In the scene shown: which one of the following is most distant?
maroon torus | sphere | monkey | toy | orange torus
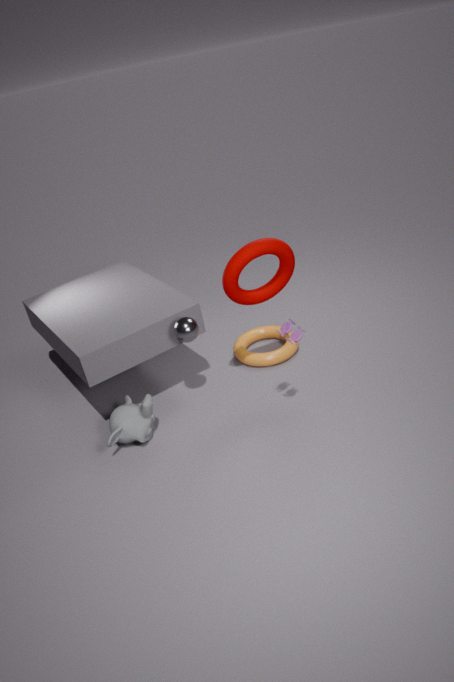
orange torus
